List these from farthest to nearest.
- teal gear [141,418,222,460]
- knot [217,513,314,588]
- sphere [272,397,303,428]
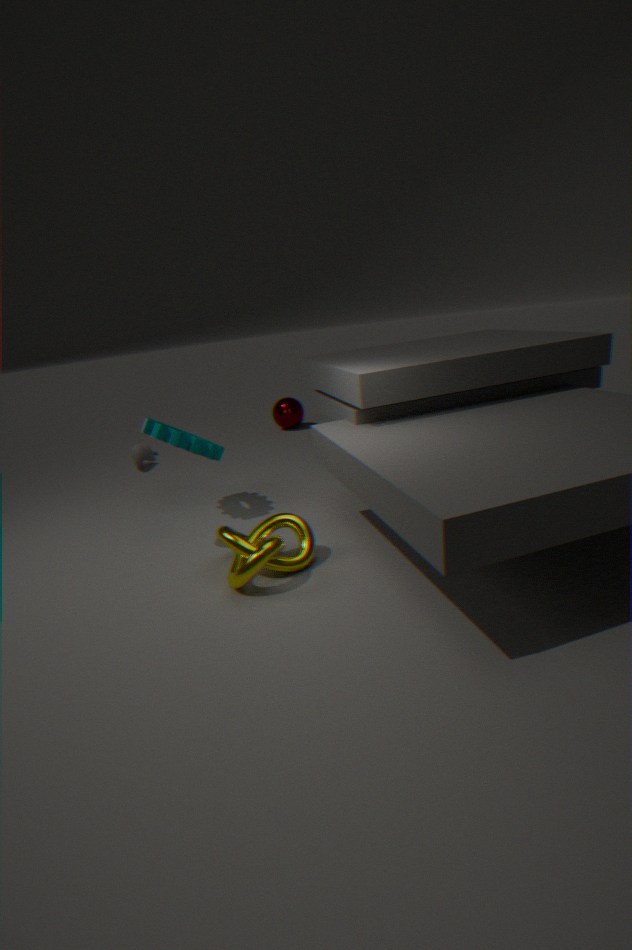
sphere [272,397,303,428]
teal gear [141,418,222,460]
knot [217,513,314,588]
